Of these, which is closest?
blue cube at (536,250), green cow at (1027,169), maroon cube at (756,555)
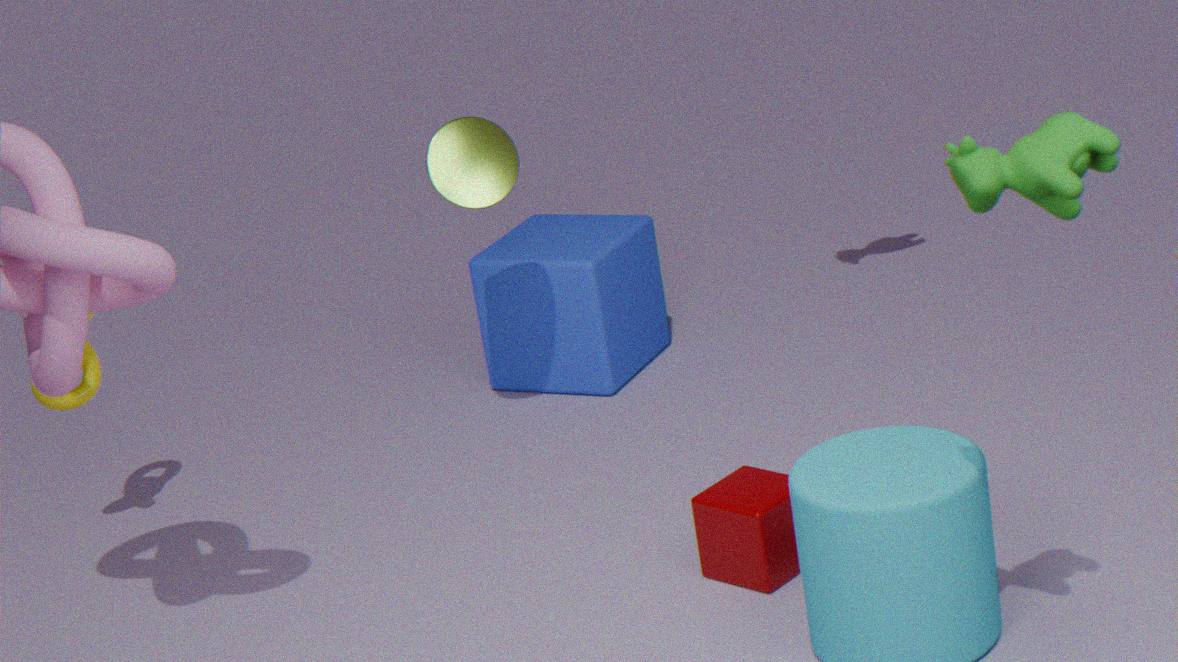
green cow at (1027,169)
